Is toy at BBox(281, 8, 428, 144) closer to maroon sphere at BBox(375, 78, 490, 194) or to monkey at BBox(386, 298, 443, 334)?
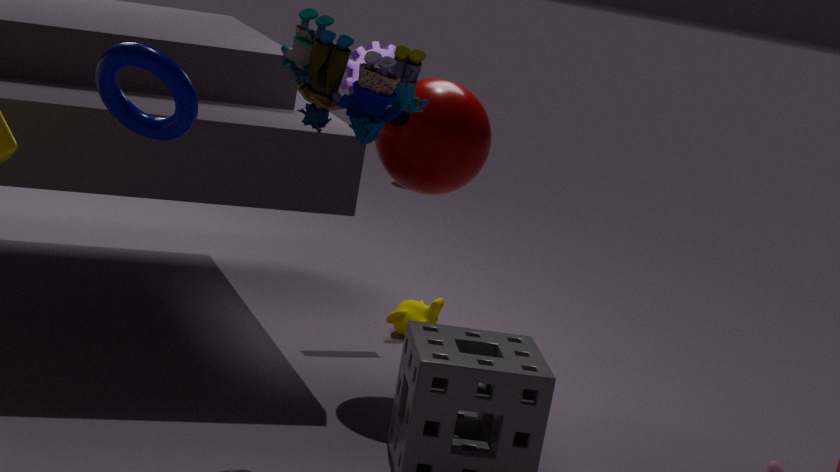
maroon sphere at BBox(375, 78, 490, 194)
